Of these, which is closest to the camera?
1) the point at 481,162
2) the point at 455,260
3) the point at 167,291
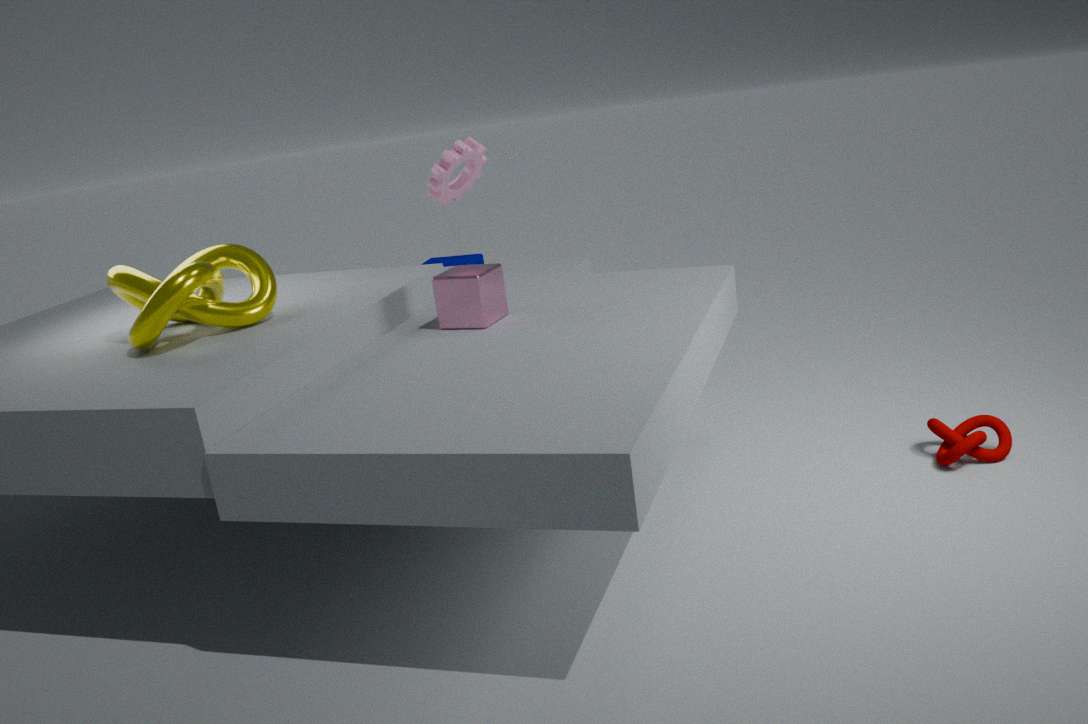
3. the point at 167,291
